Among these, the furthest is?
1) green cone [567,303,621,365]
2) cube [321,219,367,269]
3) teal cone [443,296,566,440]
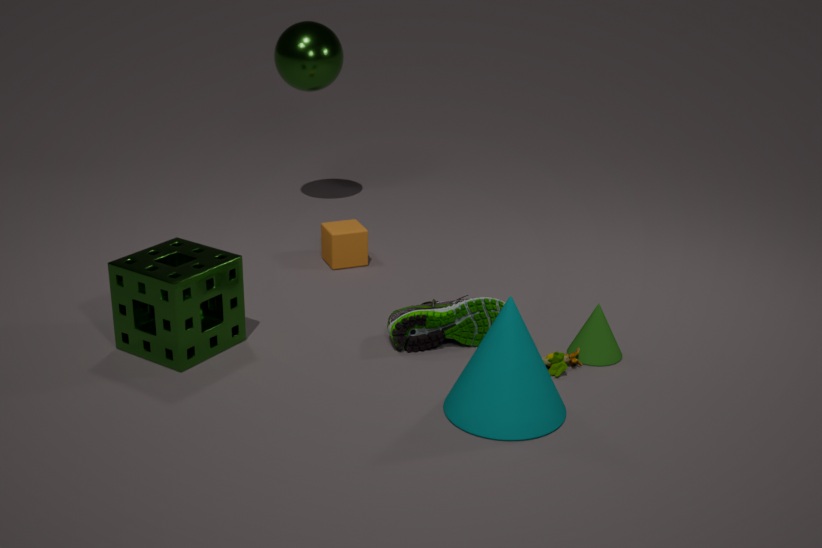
2. cube [321,219,367,269]
